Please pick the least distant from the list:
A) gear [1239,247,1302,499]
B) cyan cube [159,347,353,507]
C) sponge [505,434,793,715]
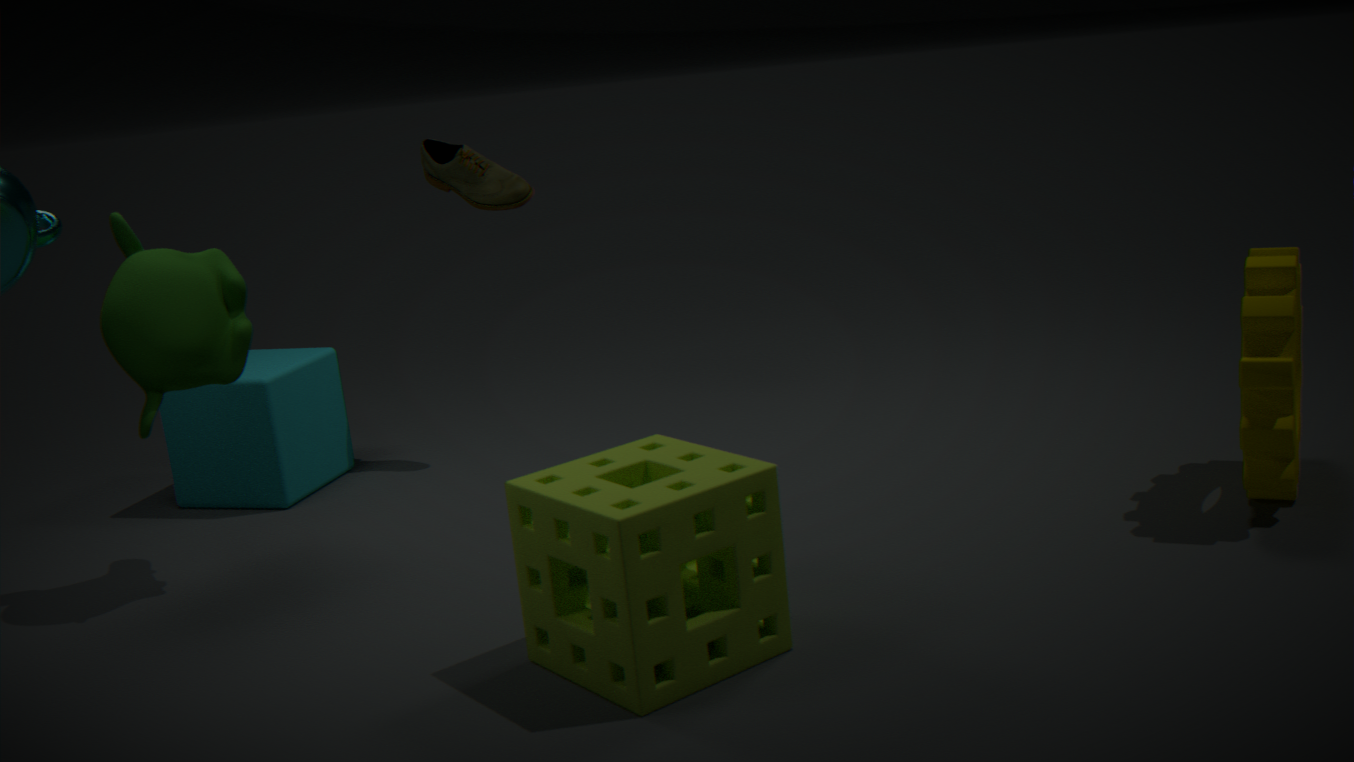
sponge [505,434,793,715]
